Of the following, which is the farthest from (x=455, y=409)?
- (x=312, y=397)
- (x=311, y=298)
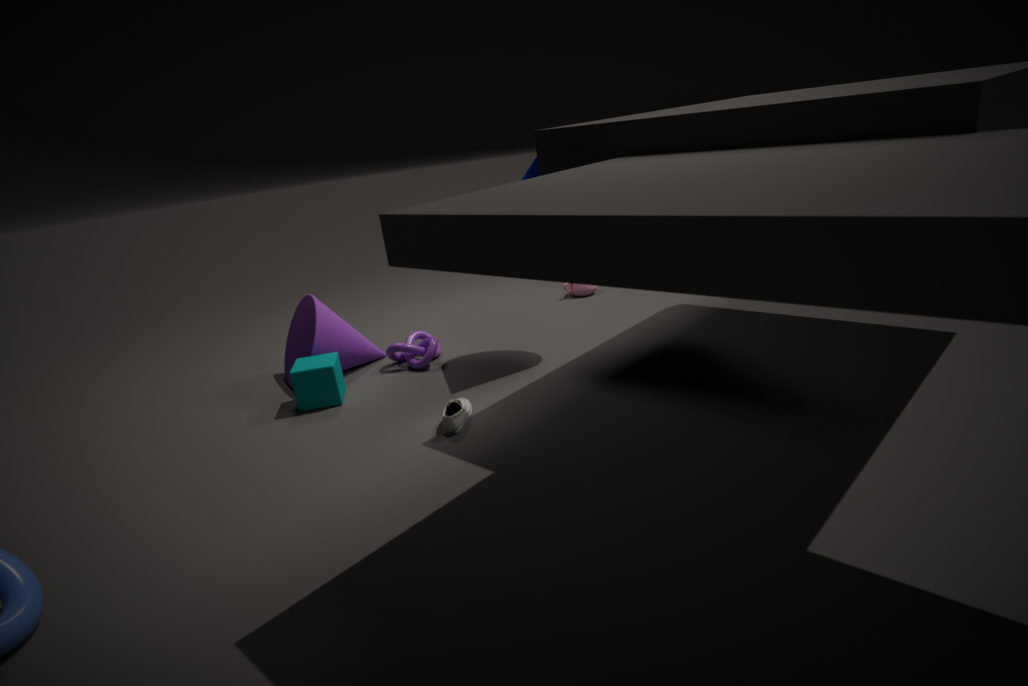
(x=311, y=298)
